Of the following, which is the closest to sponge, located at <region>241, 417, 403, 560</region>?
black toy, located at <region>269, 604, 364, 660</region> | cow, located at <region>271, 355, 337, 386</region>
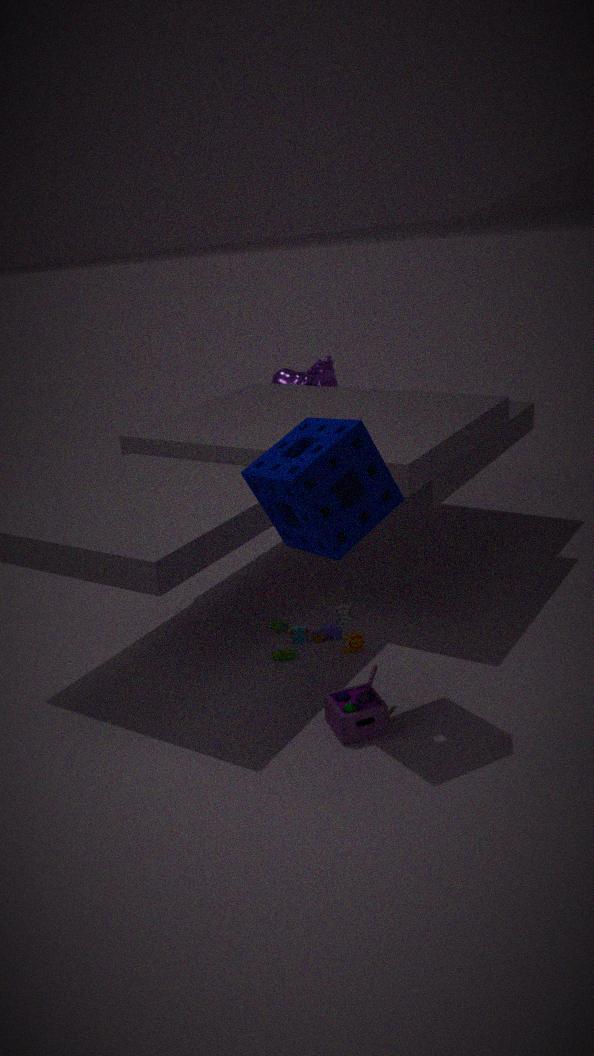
black toy, located at <region>269, 604, 364, 660</region>
